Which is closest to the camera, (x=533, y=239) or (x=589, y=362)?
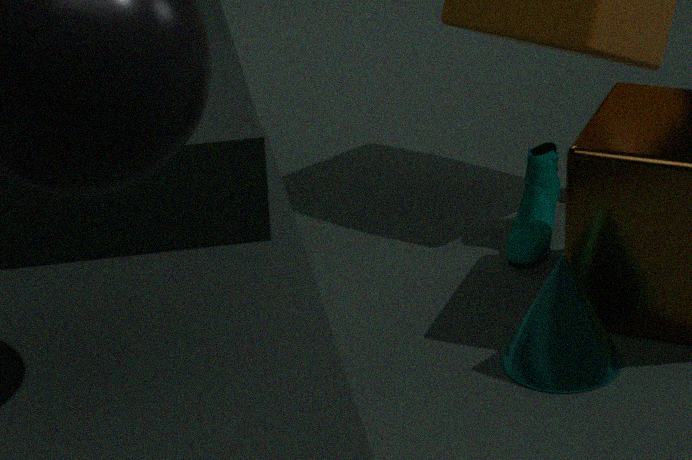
(x=589, y=362)
